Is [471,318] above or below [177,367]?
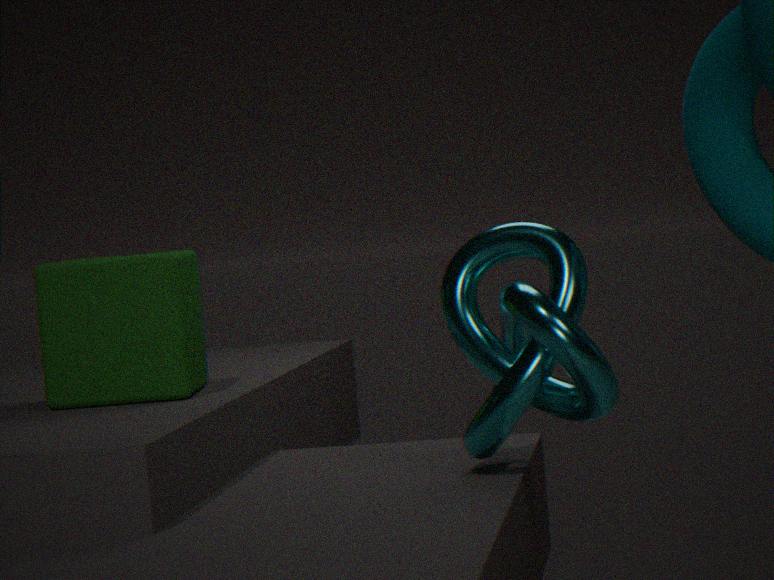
below
